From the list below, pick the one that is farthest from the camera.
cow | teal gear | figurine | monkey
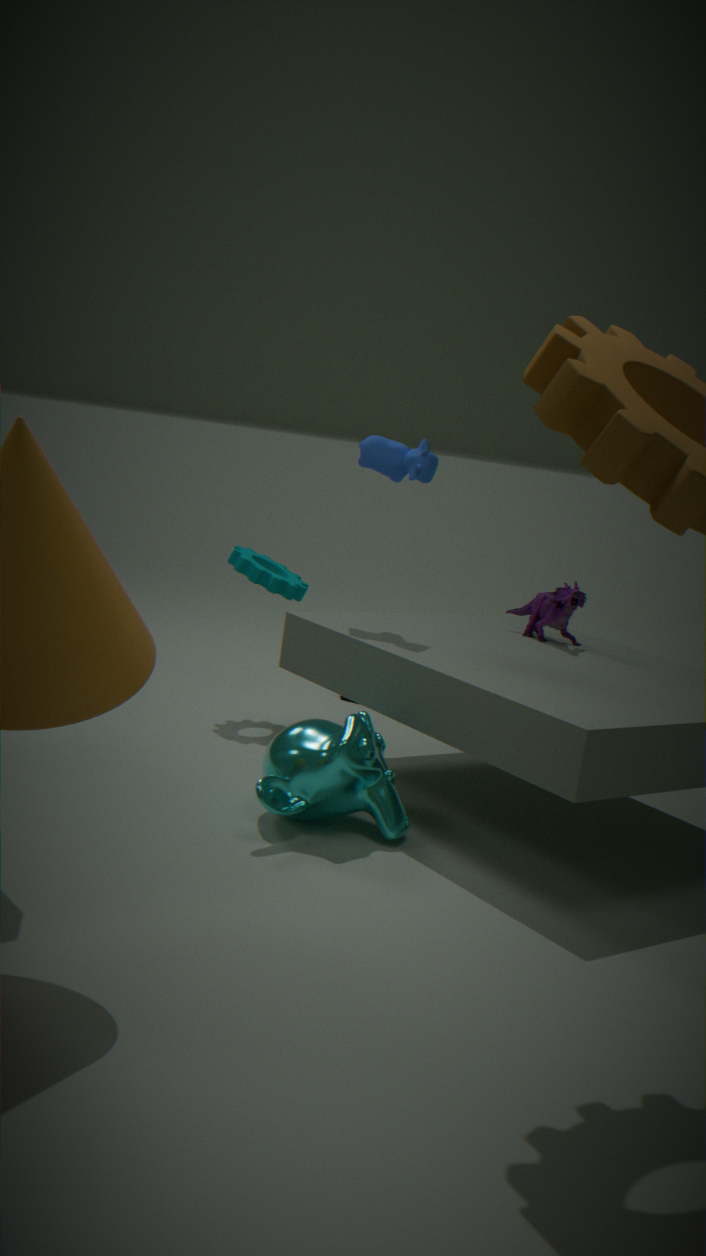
teal gear
